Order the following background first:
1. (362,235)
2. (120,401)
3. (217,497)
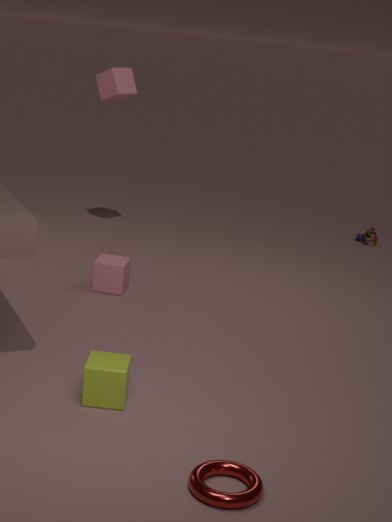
1. (362,235)
2. (120,401)
3. (217,497)
